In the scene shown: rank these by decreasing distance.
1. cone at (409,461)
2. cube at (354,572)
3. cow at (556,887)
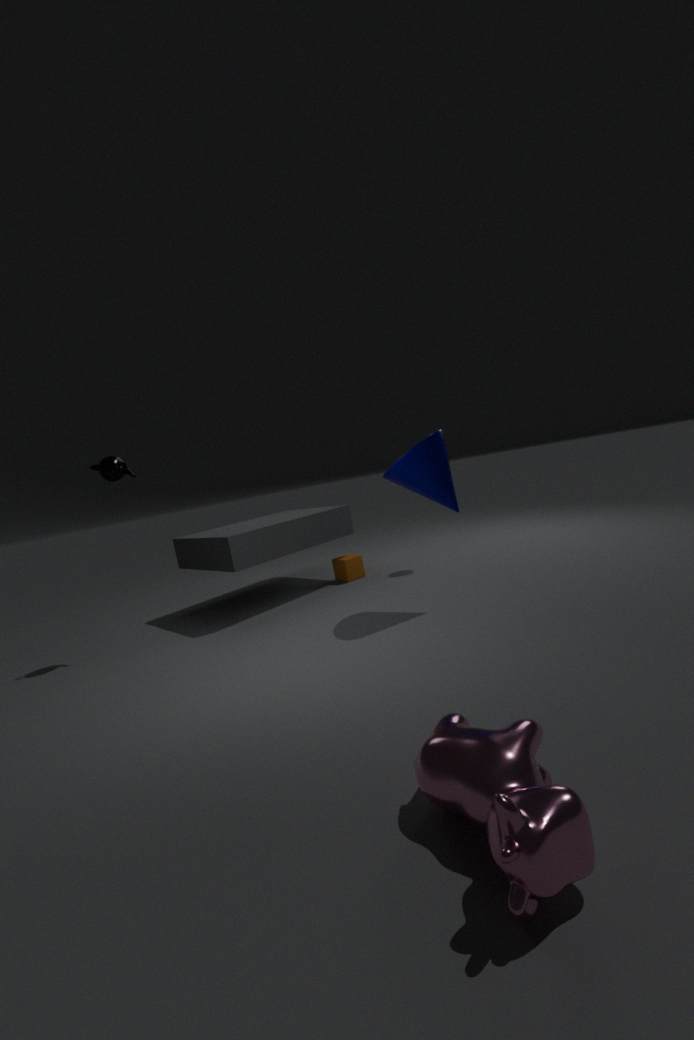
cube at (354,572) < cone at (409,461) < cow at (556,887)
